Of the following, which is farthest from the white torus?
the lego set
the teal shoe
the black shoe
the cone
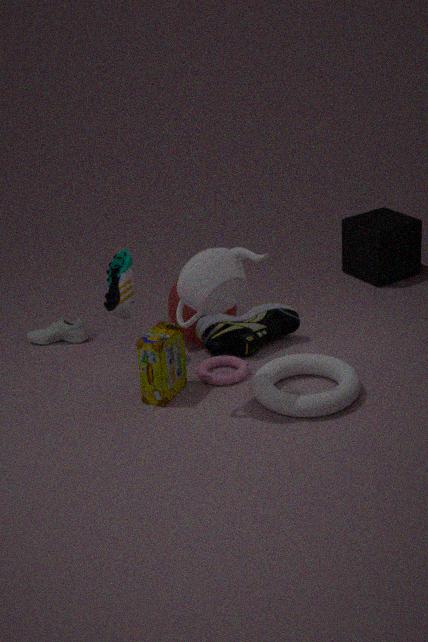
the teal shoe
